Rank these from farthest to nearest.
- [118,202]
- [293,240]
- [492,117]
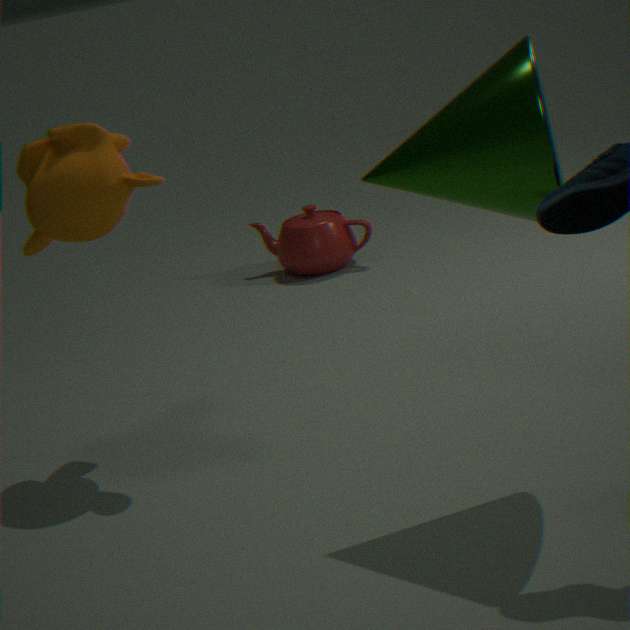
[293,240]
[118,202]
[492,117]
